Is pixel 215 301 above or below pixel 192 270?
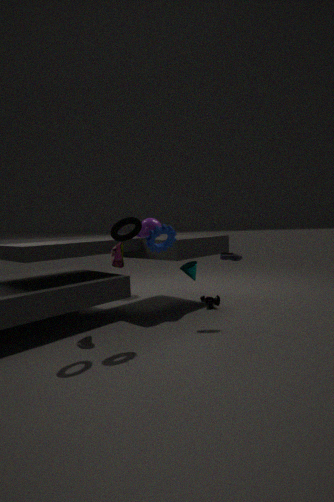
below
